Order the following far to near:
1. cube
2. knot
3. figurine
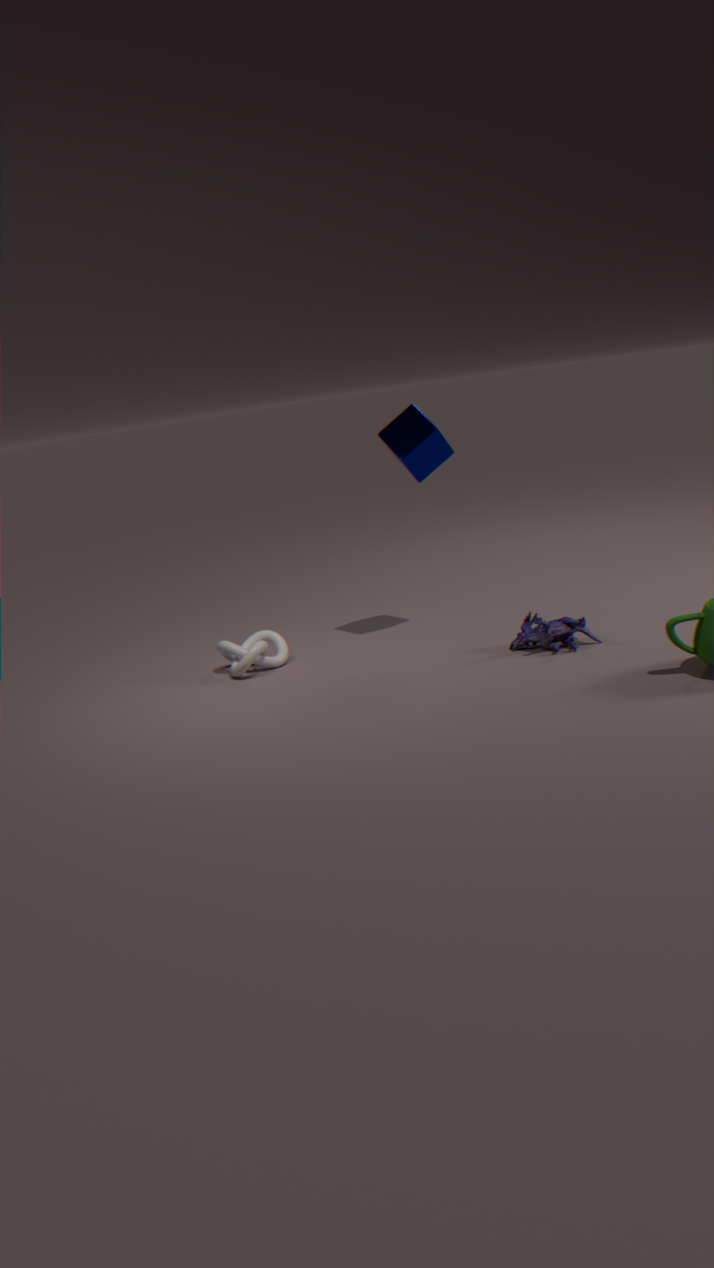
cube
knot
figurine
